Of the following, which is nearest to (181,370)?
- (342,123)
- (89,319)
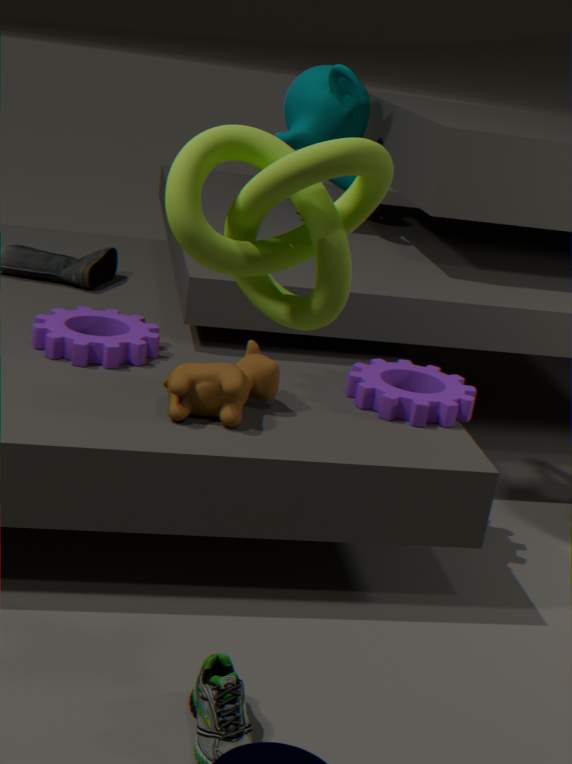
(89,319)
